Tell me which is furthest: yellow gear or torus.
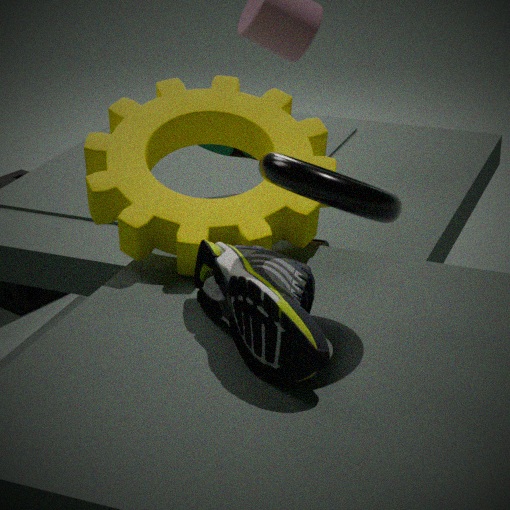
yellow gear
